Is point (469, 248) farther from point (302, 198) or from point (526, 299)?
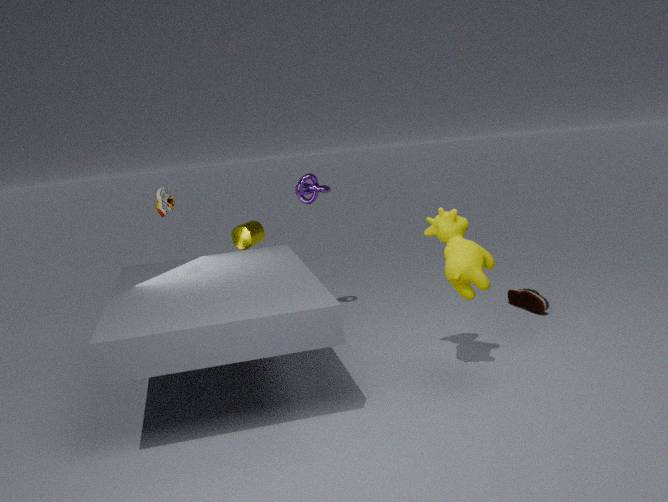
point (302, 198)
